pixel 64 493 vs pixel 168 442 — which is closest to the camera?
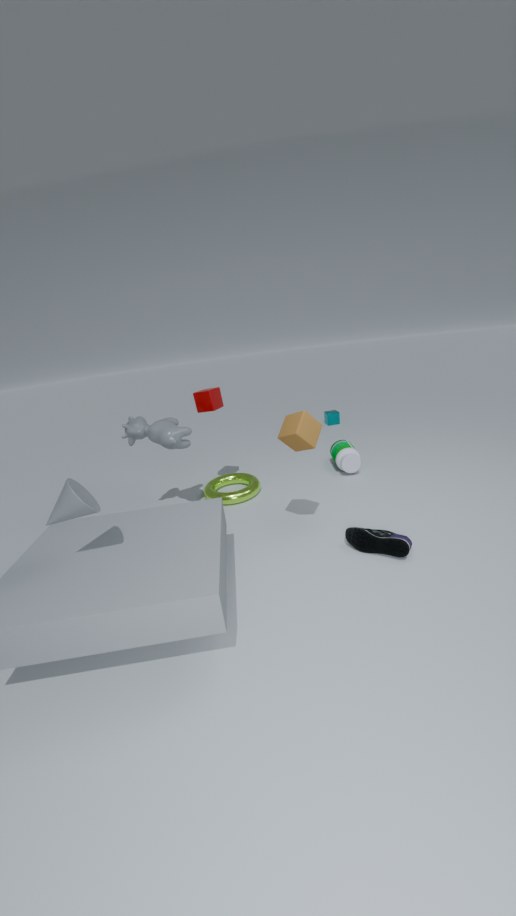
pixel 64 493
